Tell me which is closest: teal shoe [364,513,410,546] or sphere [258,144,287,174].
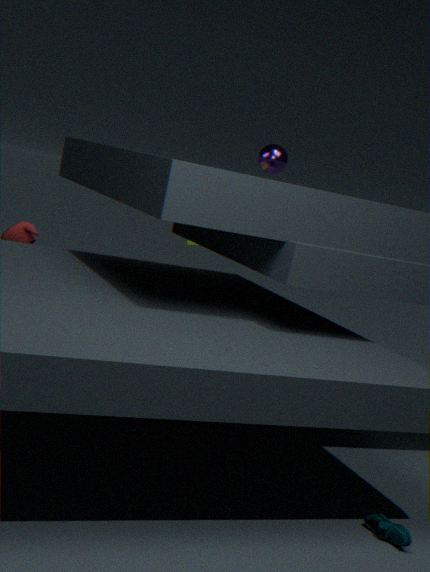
teal shoe [364,513,410,546]
